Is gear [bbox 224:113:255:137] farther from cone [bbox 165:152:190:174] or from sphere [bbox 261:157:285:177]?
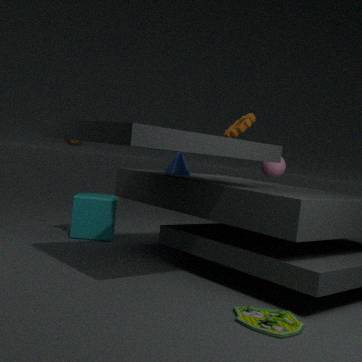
cone [bbox 165:152:190:174]
